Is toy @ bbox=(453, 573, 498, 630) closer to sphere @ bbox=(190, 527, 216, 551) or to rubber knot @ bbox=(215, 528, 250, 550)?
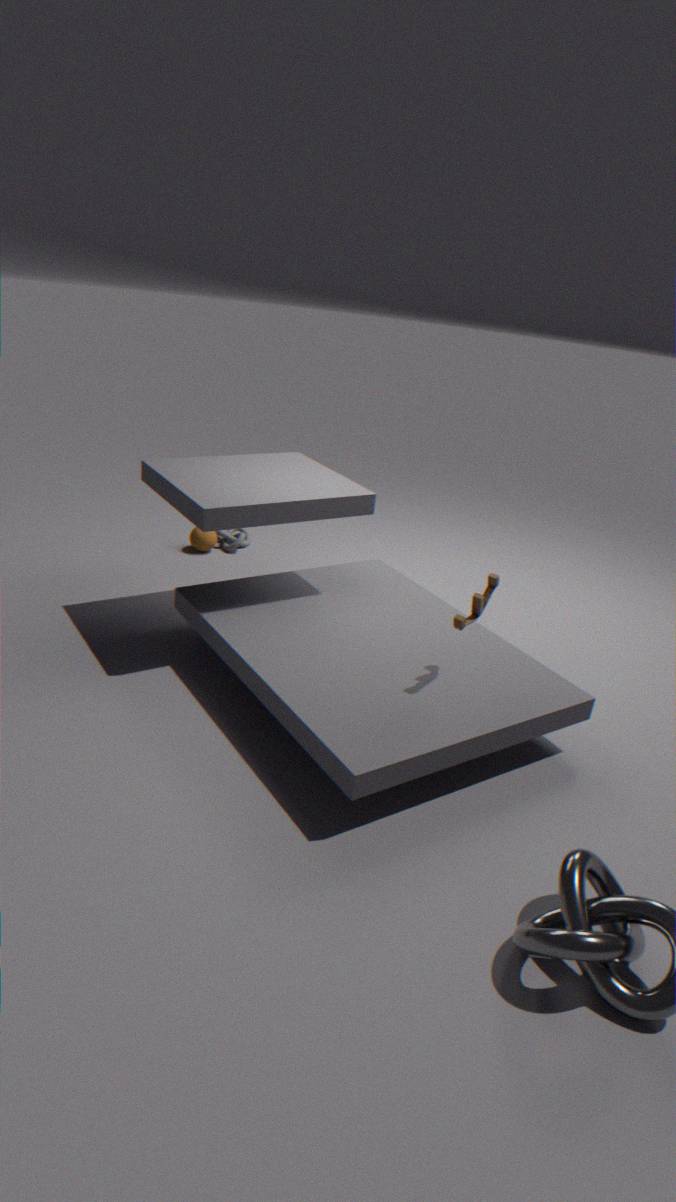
rubber knot @ bbox=(215, 528, 250, 550)
